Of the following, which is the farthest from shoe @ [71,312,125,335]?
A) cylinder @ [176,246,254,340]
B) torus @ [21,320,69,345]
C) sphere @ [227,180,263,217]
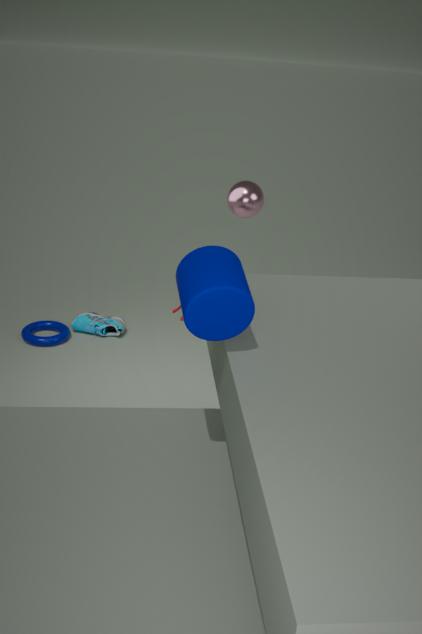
cylinder @ [176,246,254,340]
